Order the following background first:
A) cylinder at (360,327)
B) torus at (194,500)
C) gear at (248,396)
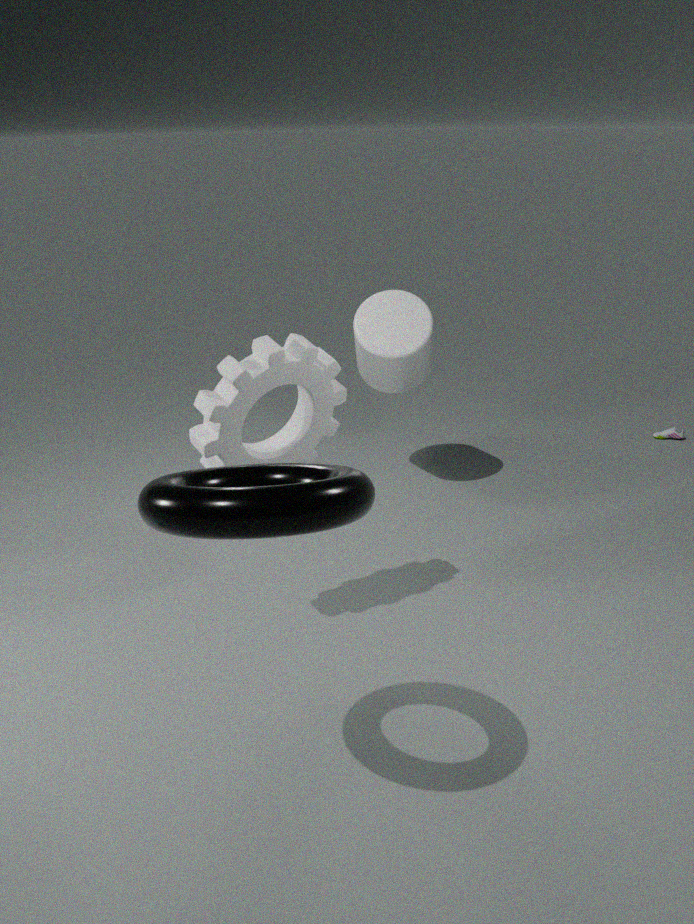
cylinder at (360,327)
gear at (248,396)
torus at (194,500)
